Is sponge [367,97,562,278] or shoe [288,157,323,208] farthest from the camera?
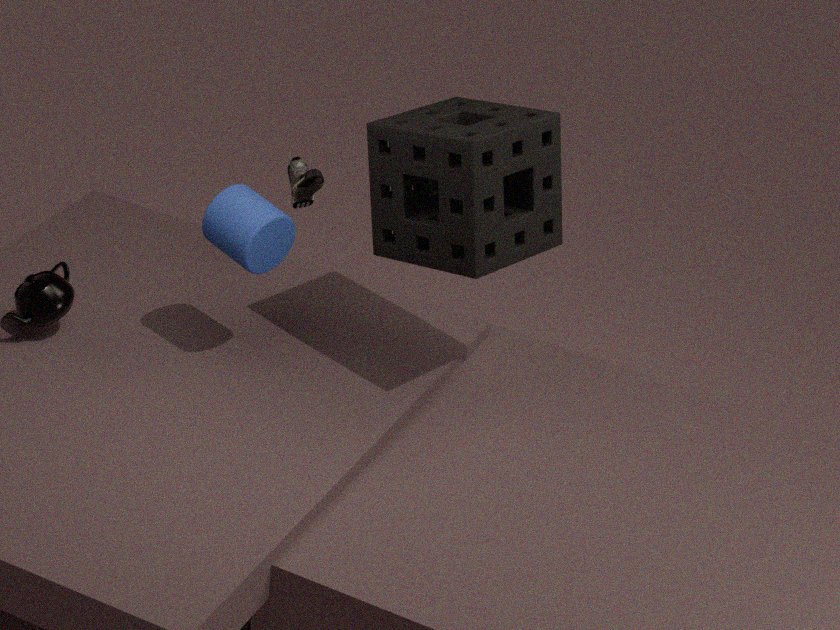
shoe [288,157,323,208]
